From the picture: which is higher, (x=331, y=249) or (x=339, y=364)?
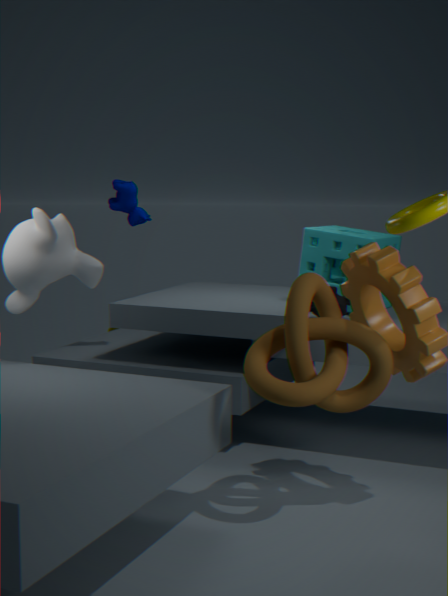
(x=331, y=249)
